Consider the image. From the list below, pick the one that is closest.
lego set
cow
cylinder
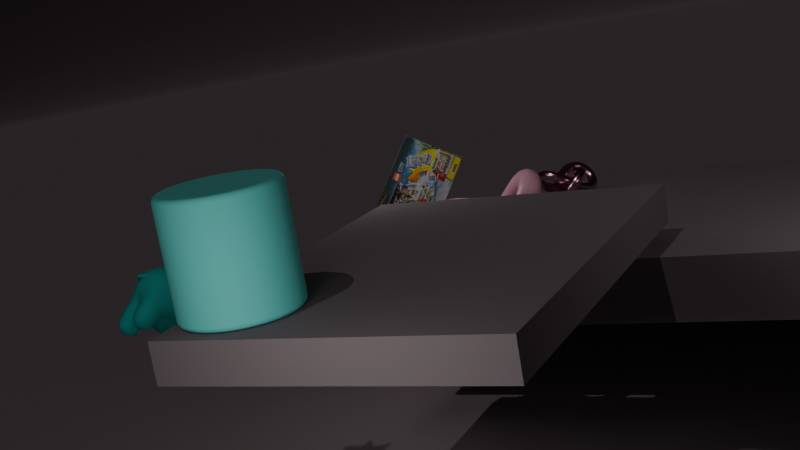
cylinder
